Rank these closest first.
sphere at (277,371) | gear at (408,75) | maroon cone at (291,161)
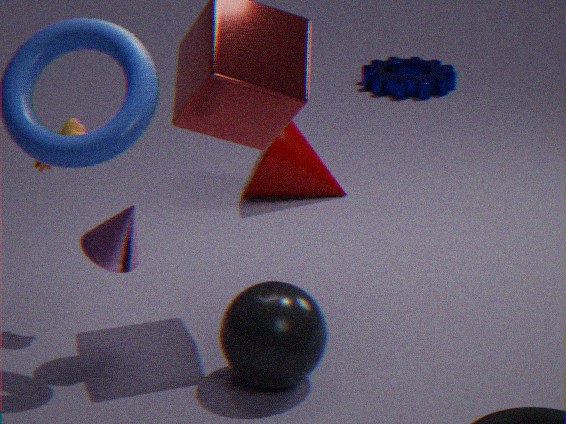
sphere at (277,371) → maroon cone at (291,161) → gear at (408,75)
